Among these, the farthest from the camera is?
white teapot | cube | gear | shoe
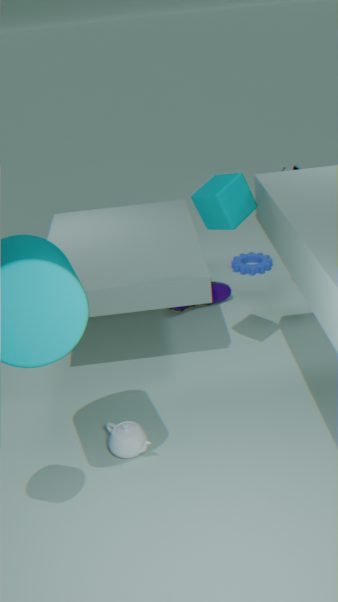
gear
